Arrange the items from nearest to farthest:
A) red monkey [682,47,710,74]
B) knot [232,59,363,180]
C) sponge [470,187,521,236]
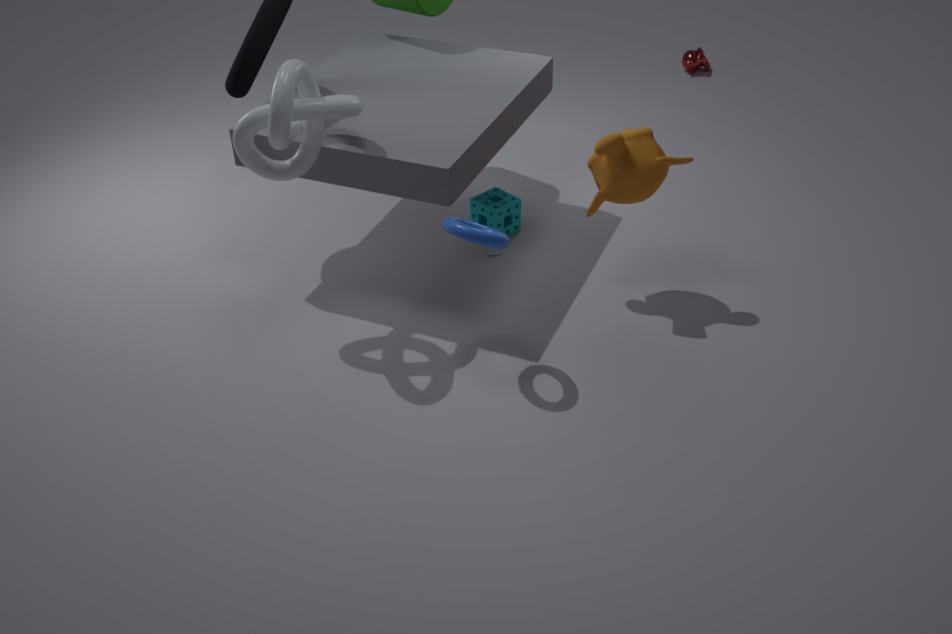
knot [232,59,363,180], sponge [470,187,521,236], red monkey [682,47,710,74]
